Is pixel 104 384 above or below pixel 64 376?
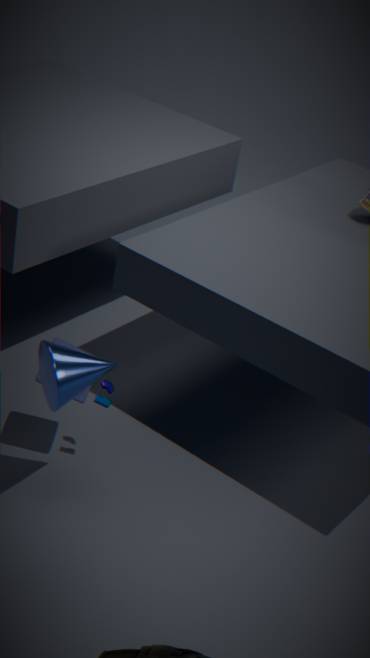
below
